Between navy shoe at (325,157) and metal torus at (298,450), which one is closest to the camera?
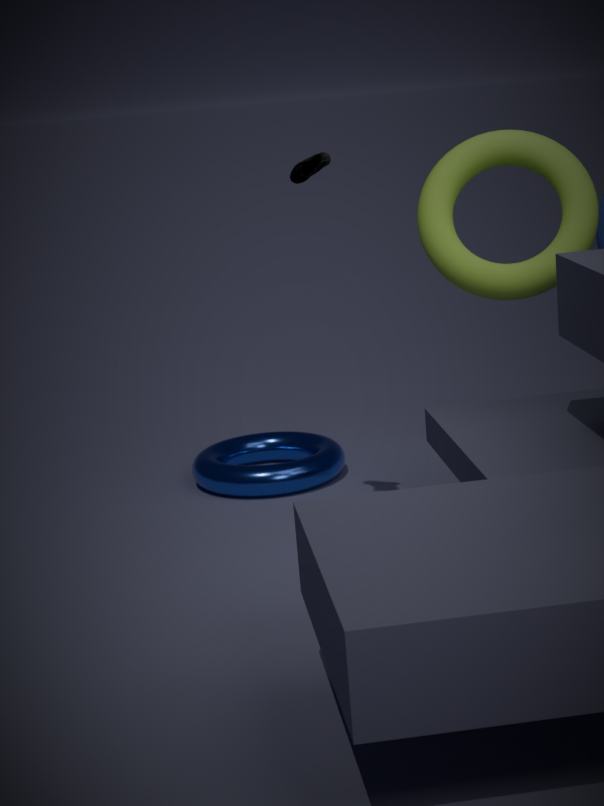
navy shoe at (325,157)
